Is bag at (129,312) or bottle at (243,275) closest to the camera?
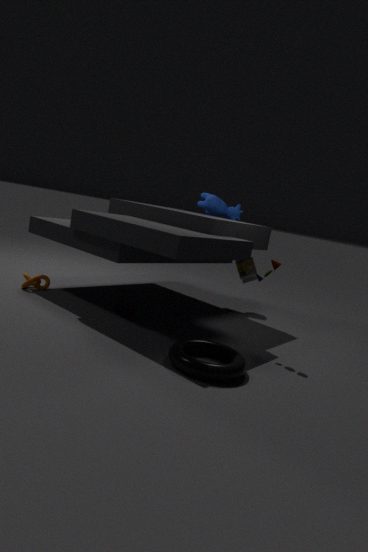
bag at (129,312)
